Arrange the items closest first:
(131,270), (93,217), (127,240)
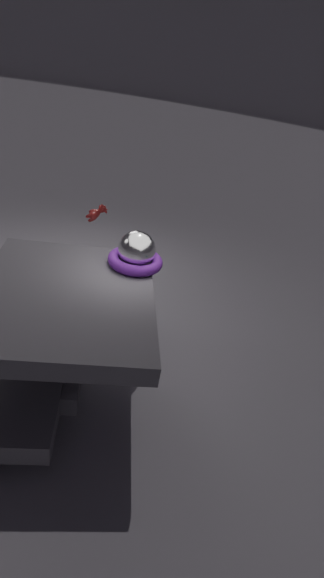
(131,270)
(127,240)
(93,217)
